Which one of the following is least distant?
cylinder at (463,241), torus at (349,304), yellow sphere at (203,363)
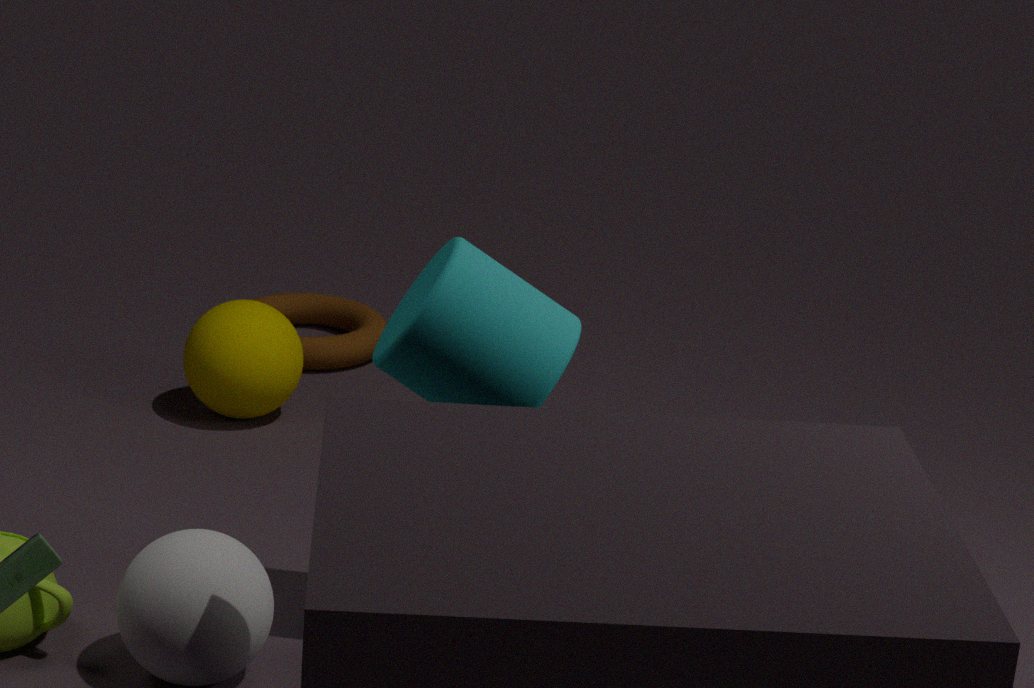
cylinder at (463,241)
